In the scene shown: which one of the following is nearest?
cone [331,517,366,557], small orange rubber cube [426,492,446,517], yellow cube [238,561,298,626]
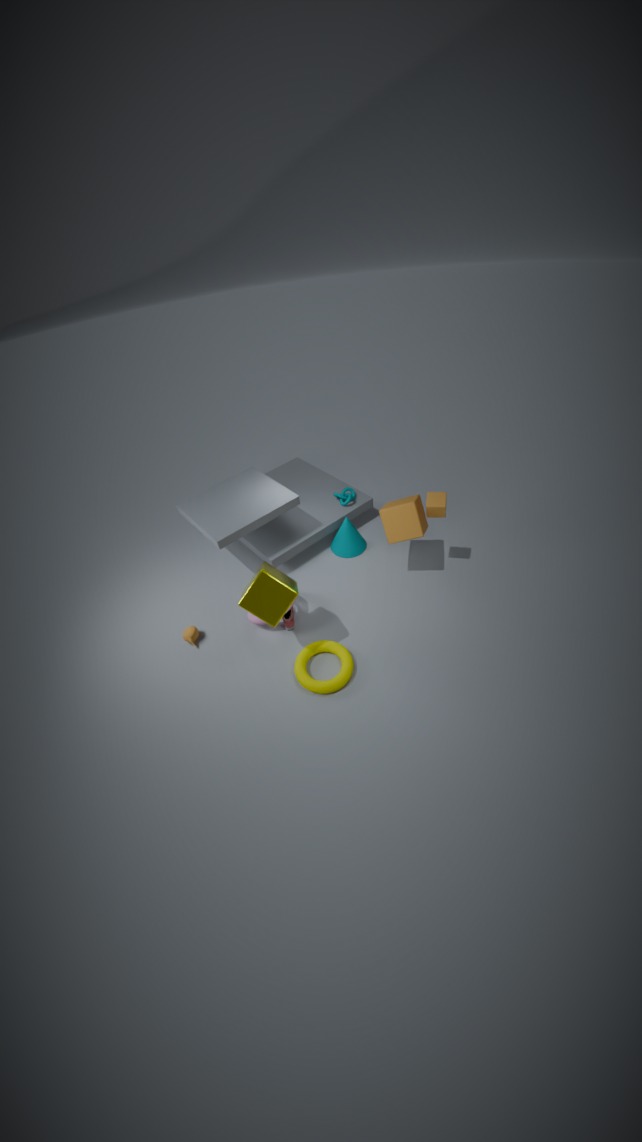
yellow cube [238,561,298,626]
